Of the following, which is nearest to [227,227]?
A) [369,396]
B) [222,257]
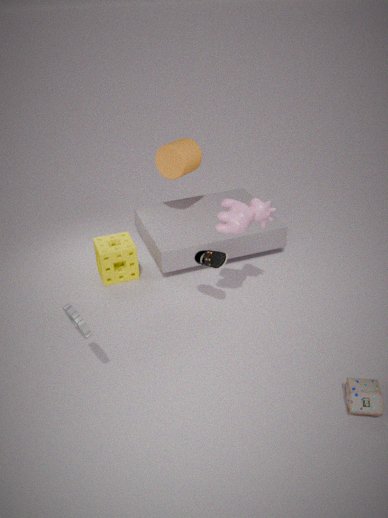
[222,257]
